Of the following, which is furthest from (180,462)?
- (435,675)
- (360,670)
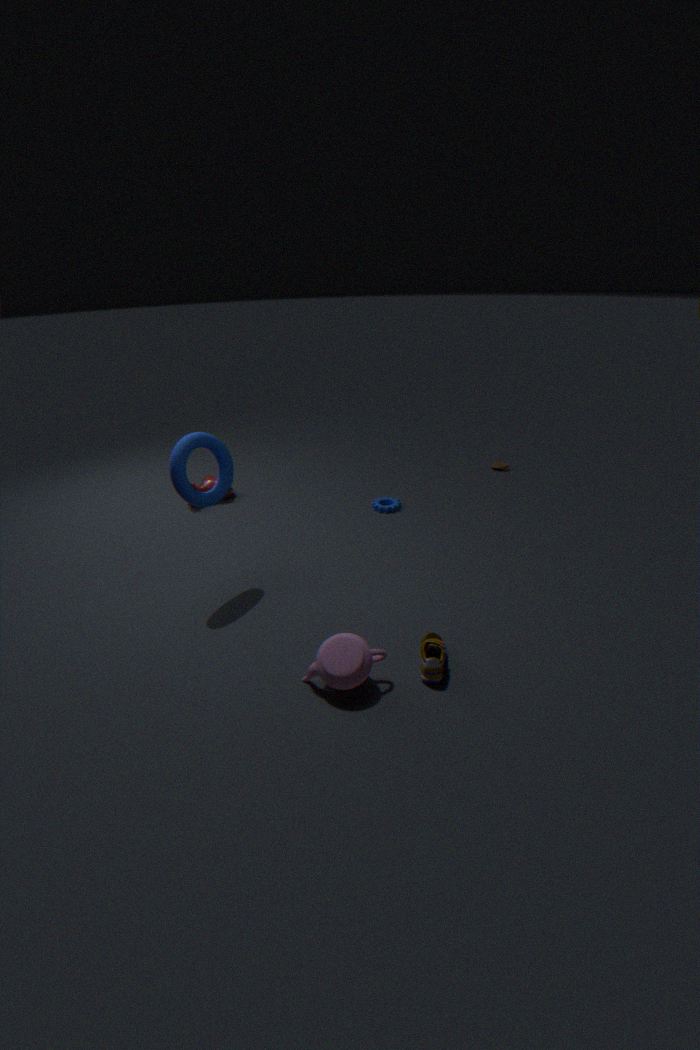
(435,675)
